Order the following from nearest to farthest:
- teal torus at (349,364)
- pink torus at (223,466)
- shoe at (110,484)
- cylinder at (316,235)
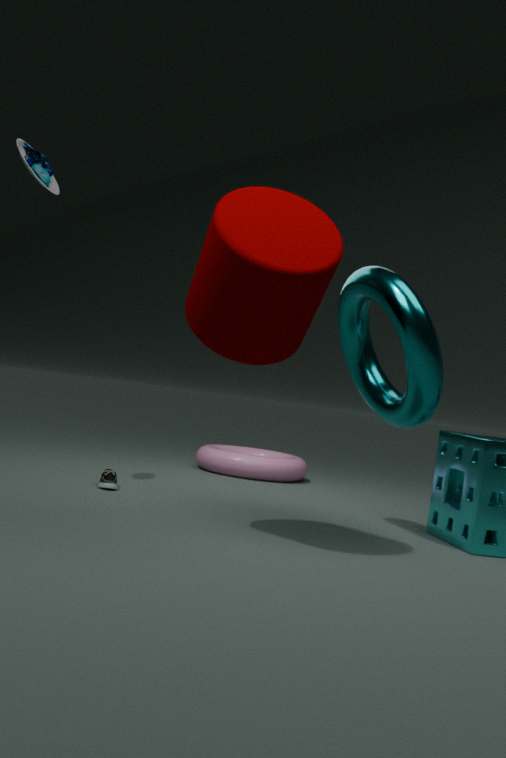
1. cylinder at (316,235)
2. teal torus at (349,364)
3. shoe at (110,484)
4. pink torus at (223,466)
